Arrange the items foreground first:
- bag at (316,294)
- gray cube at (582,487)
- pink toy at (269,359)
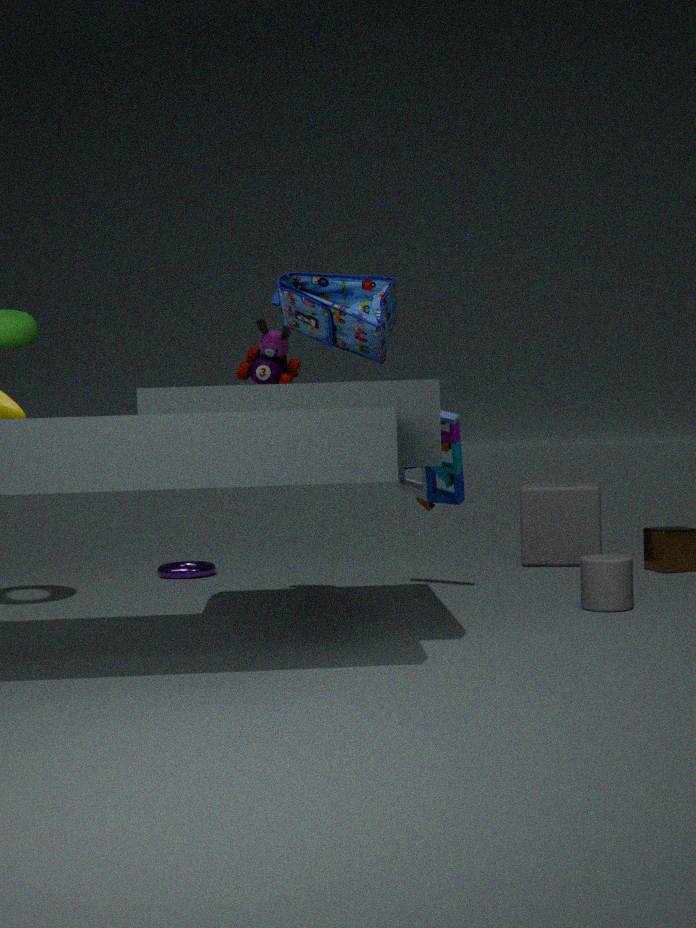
bag at (316,294) → pink toy at (269,359) → gray cube at (582,487)
